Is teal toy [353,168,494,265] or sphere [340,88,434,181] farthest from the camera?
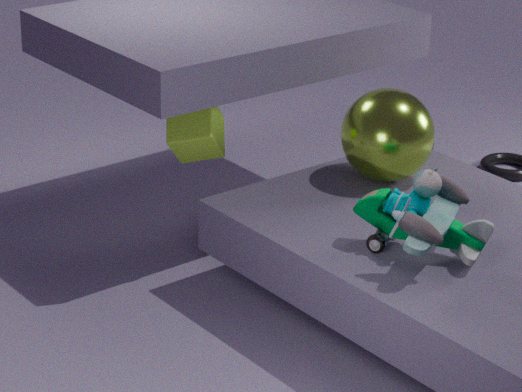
sphere [340,88,434,181]
